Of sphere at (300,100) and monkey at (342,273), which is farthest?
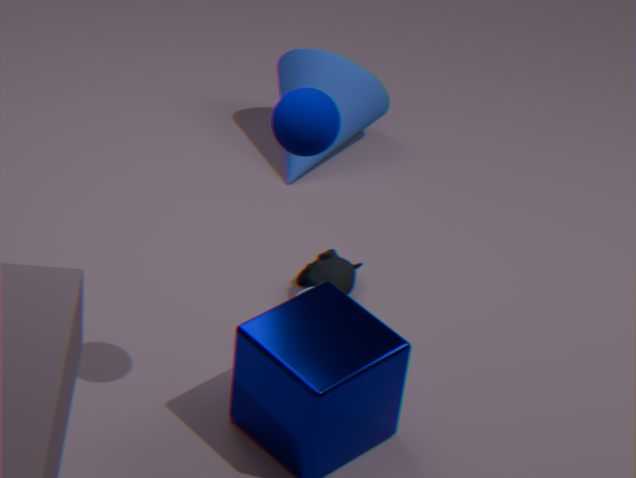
monkey at (342,273)
